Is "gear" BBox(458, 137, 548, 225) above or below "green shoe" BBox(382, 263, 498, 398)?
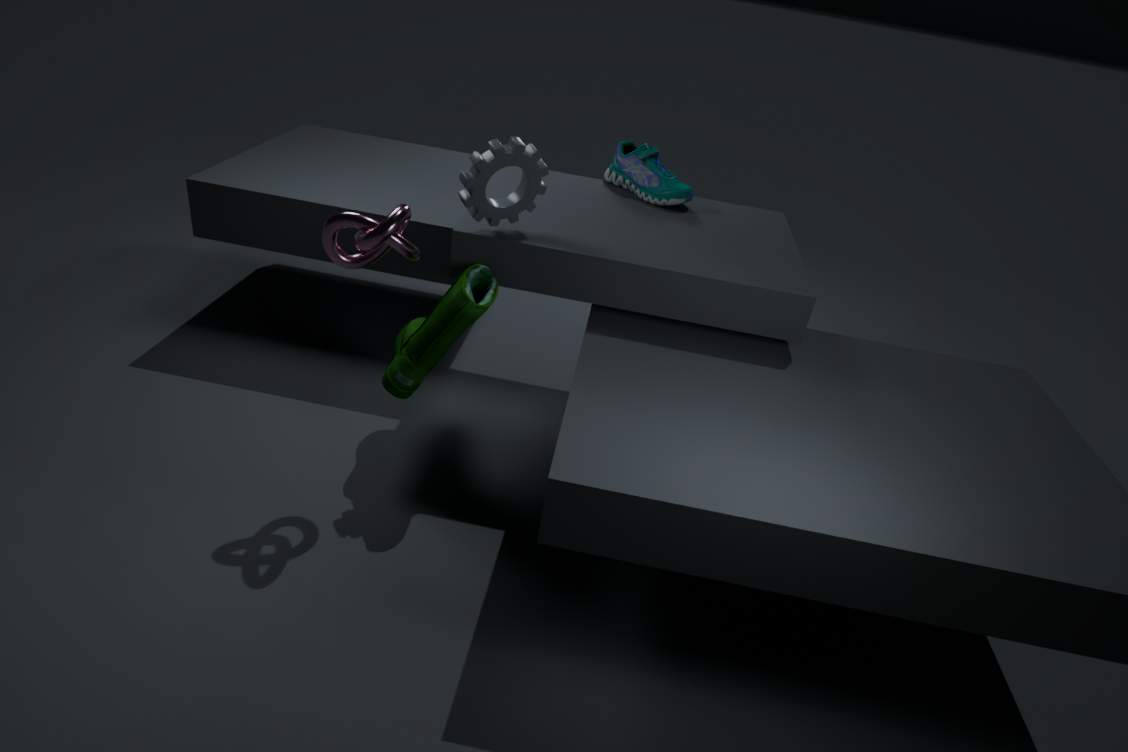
above
